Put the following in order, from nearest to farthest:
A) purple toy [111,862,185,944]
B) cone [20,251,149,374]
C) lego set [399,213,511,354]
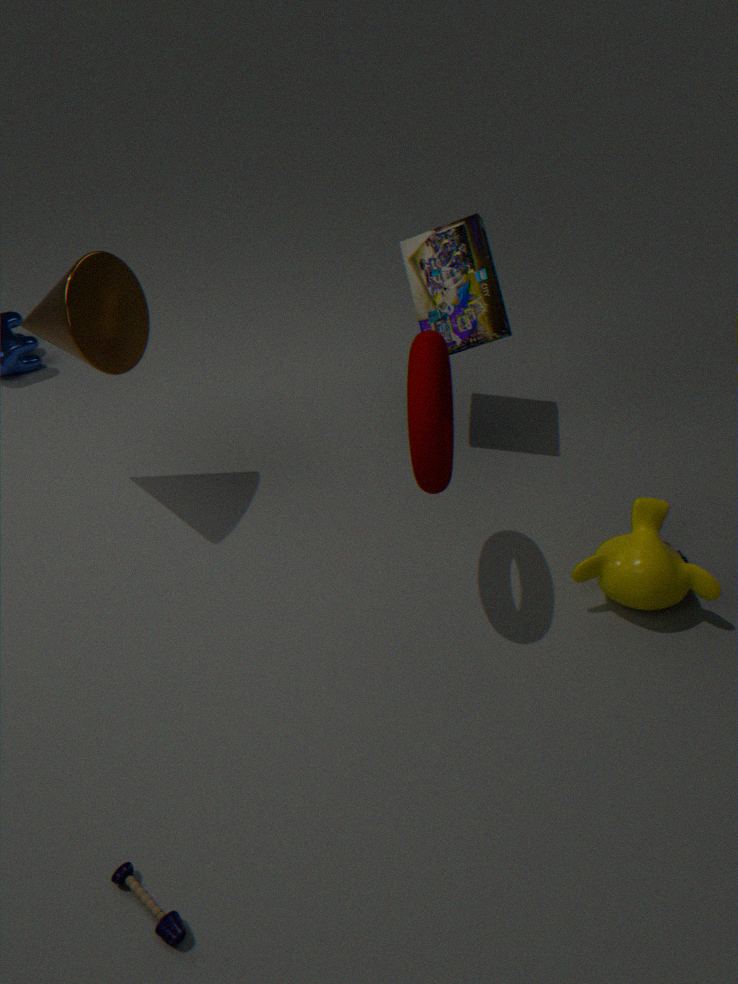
purple toy [111,862,185,944] → cone [20,251,149,374] → lego set [399,213,511,354]
